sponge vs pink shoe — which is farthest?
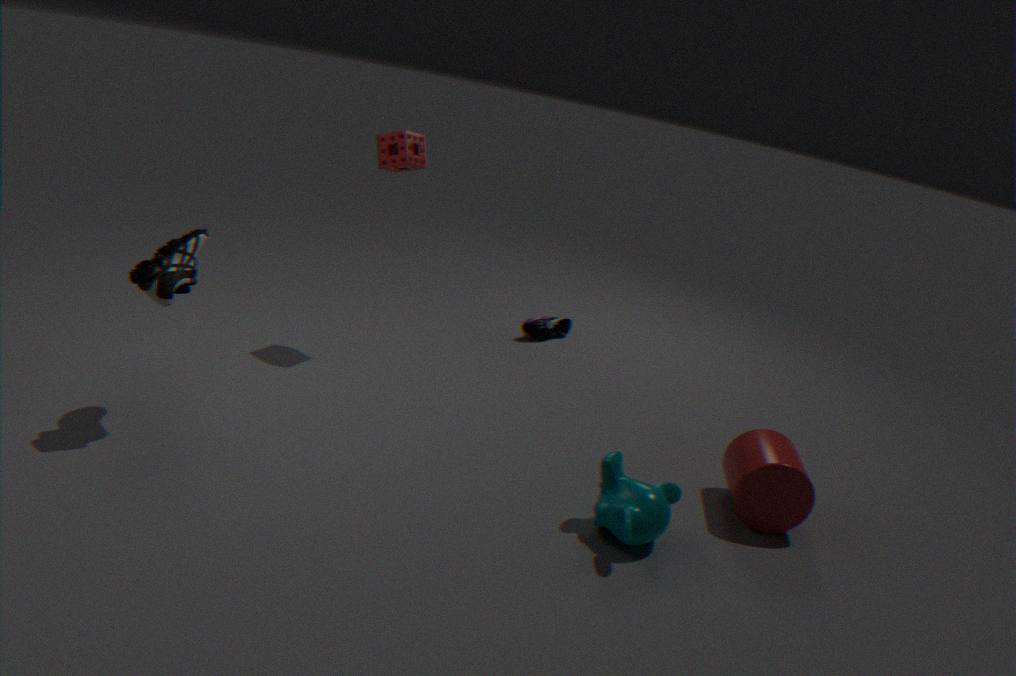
pink shoe
